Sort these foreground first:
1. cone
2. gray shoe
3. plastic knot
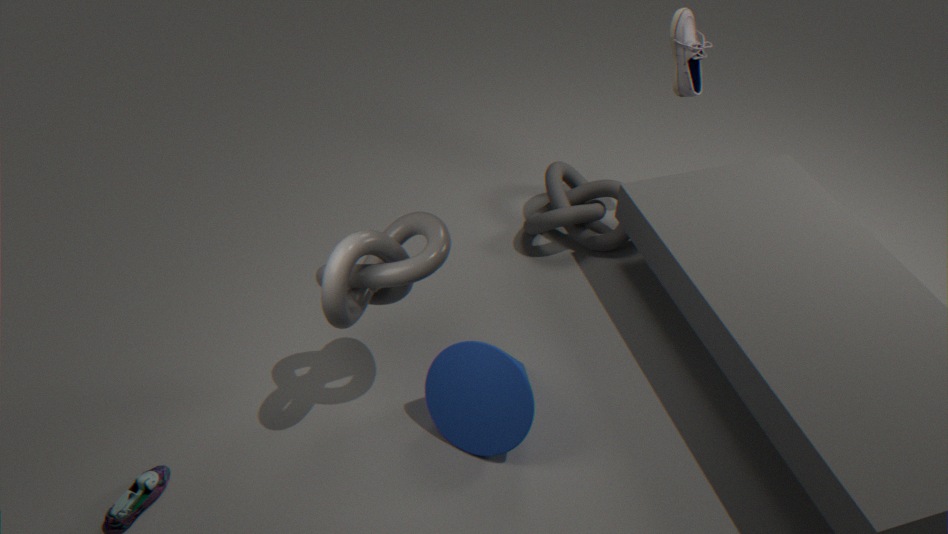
plastic knot → cone → gray shoe
